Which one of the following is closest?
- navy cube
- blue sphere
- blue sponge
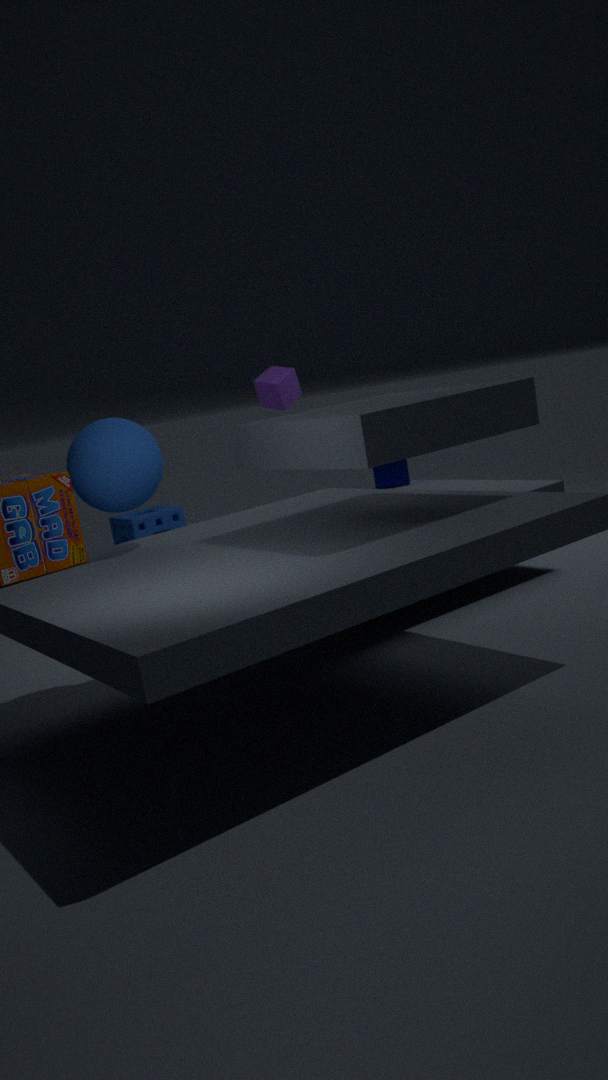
blue sphere
